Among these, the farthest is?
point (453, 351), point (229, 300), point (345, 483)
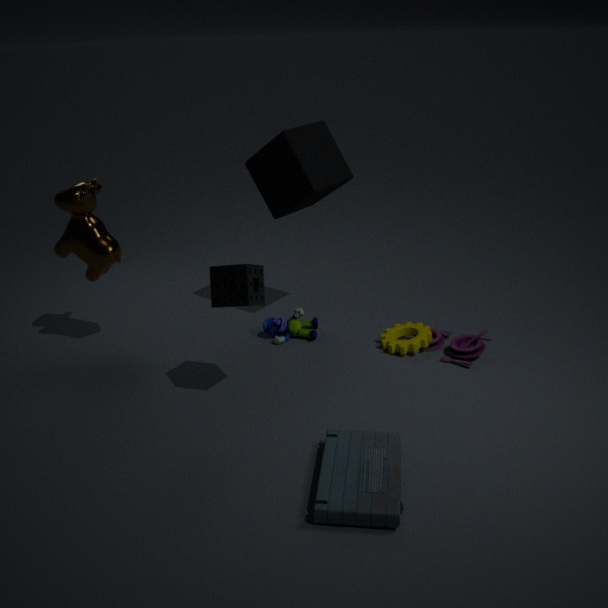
point (453, 351)
